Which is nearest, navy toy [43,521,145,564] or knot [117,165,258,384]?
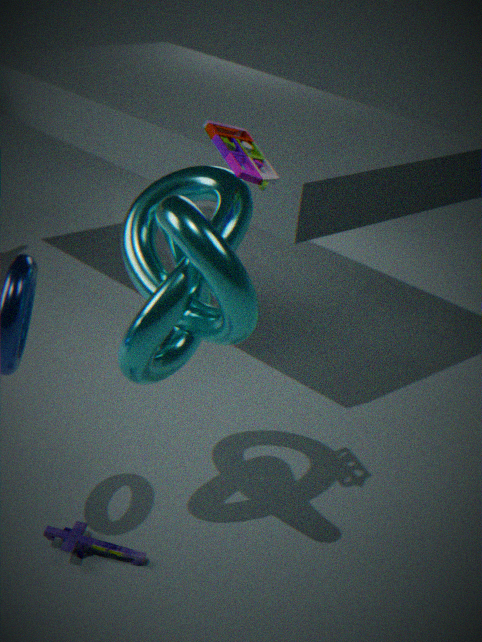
knot [117,165,258,384]
